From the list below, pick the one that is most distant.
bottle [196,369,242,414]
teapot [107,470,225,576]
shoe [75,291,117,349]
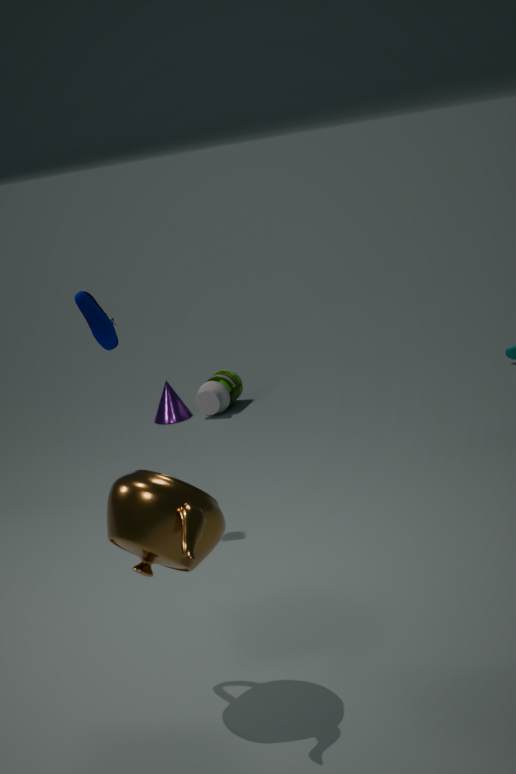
bottle [196,369,242,414]
